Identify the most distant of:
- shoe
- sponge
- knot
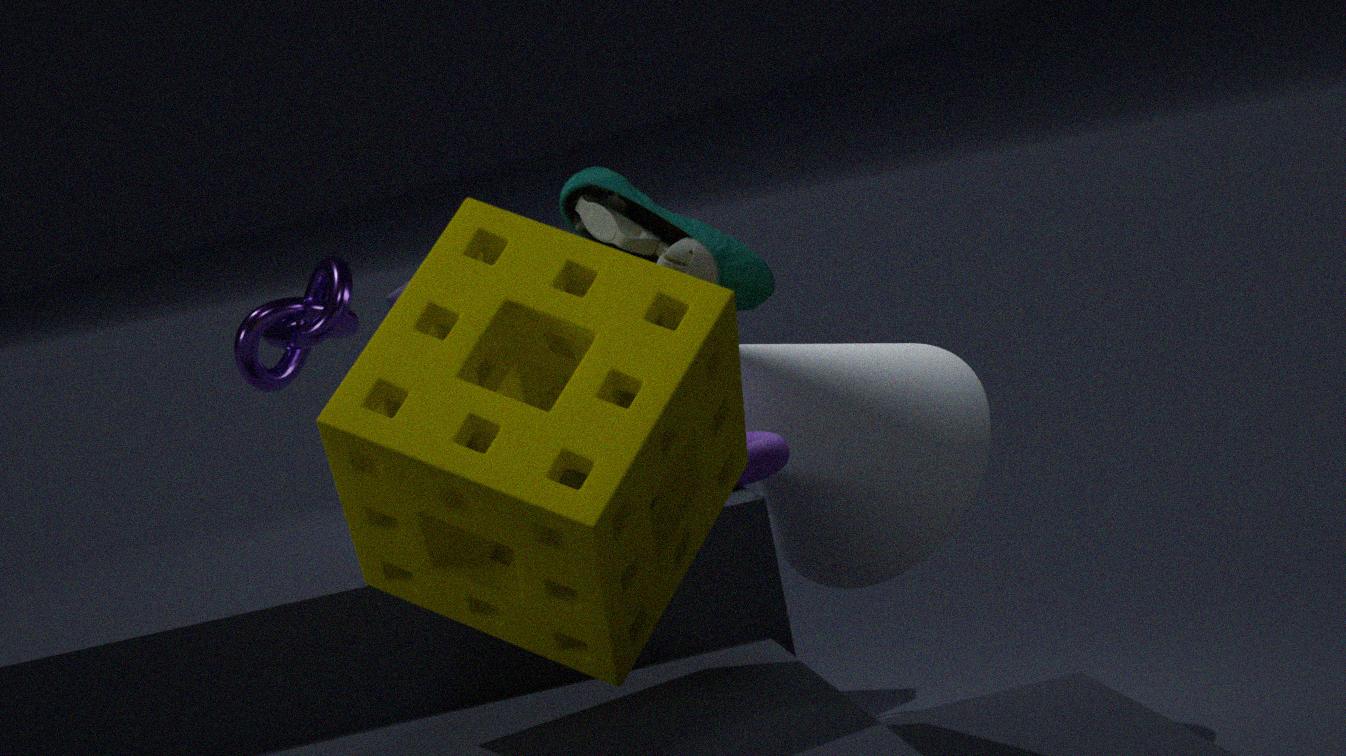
knot
